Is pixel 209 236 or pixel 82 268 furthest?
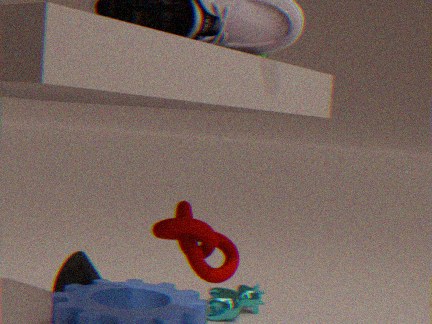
pixel 82 268
